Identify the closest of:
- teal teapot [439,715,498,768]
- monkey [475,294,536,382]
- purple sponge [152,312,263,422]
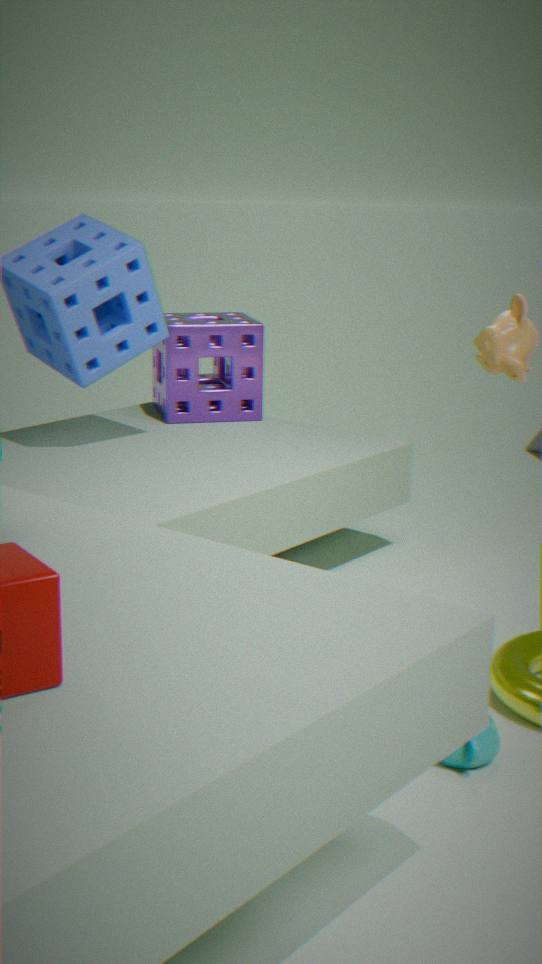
teal teapot [439,715,498,768]
